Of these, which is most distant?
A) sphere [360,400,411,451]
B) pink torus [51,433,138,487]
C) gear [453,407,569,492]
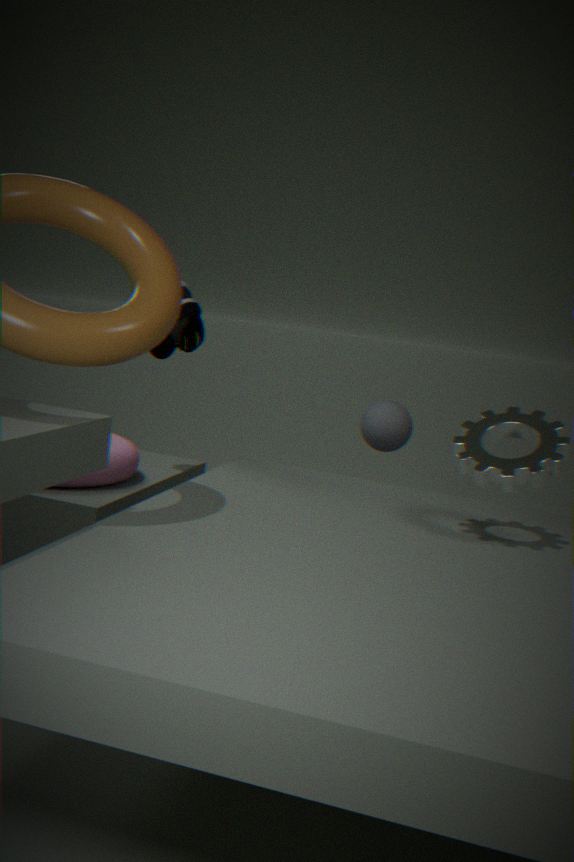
sphere [360,400,411,451]
